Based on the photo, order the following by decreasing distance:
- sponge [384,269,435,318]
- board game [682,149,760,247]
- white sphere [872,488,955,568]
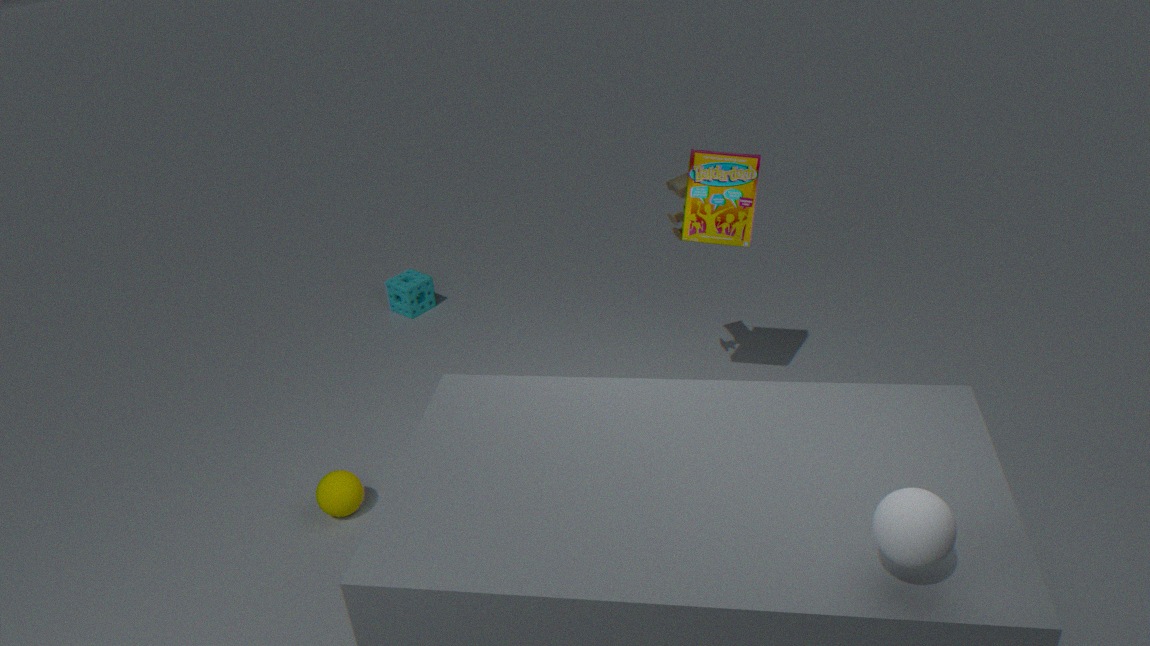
sponge [384,269,435,318] < board game [682,149,760,247] < white sphere [872,488,955,568]
